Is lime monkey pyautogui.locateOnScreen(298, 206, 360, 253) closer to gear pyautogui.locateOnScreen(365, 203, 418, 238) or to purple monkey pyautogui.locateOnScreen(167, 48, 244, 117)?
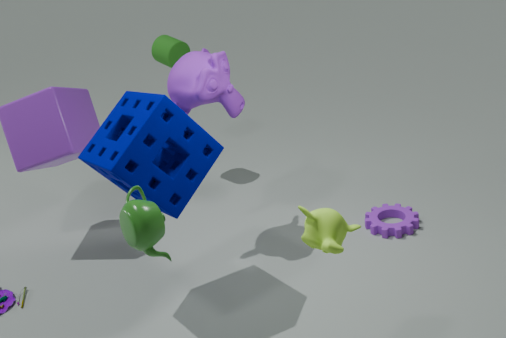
gear pyautogui.locateOnScreen(365, 203, 418, 238)
